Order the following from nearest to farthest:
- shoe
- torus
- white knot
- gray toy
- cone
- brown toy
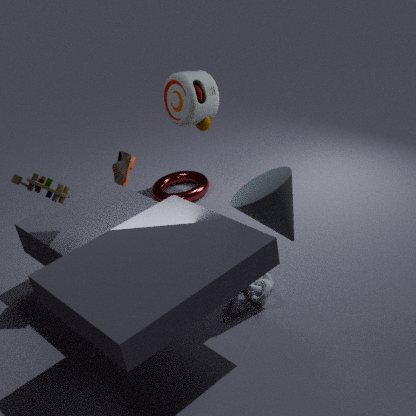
cone
brown toy
white knot
shoe
gray toy
torus
